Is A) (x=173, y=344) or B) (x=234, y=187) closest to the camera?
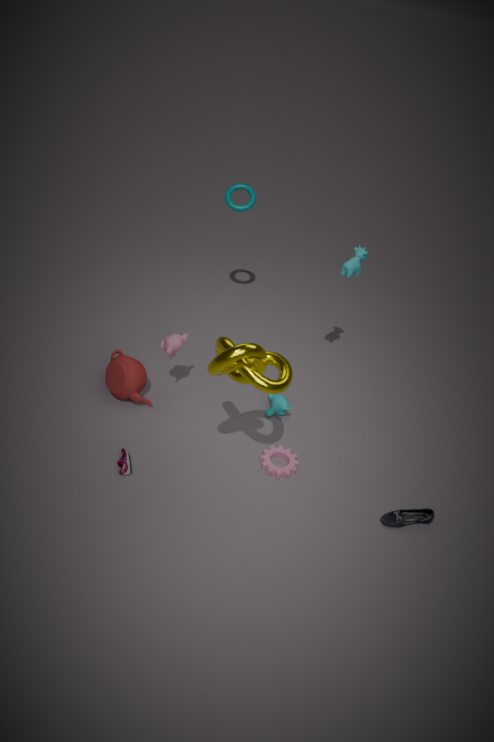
A. (x=173, y=344)
